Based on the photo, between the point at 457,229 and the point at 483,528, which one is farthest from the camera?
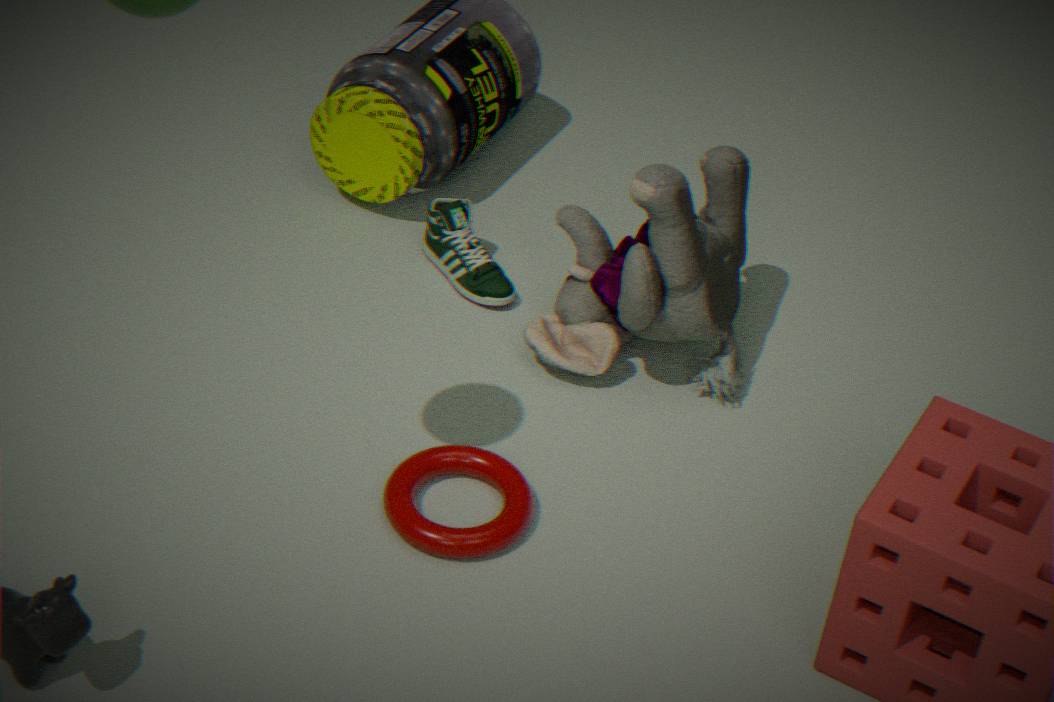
the point at 457,229
